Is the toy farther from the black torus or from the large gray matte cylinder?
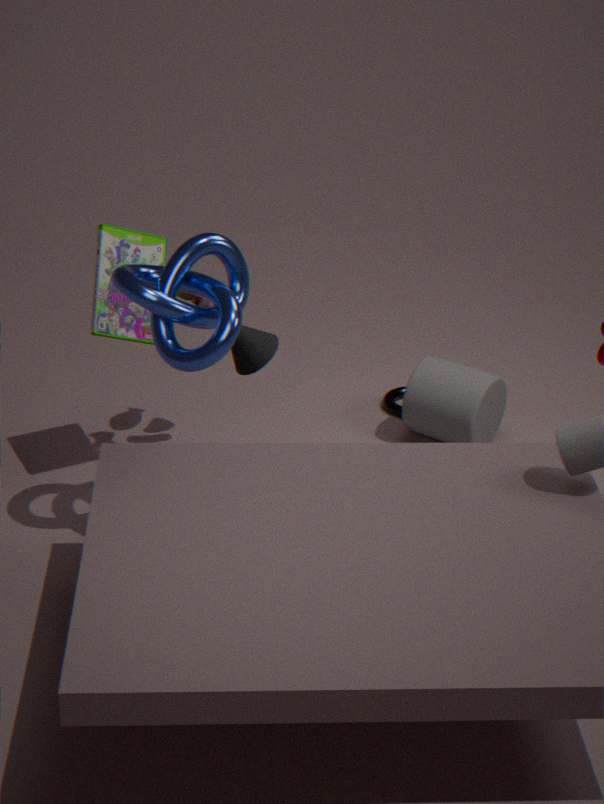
the black torus
